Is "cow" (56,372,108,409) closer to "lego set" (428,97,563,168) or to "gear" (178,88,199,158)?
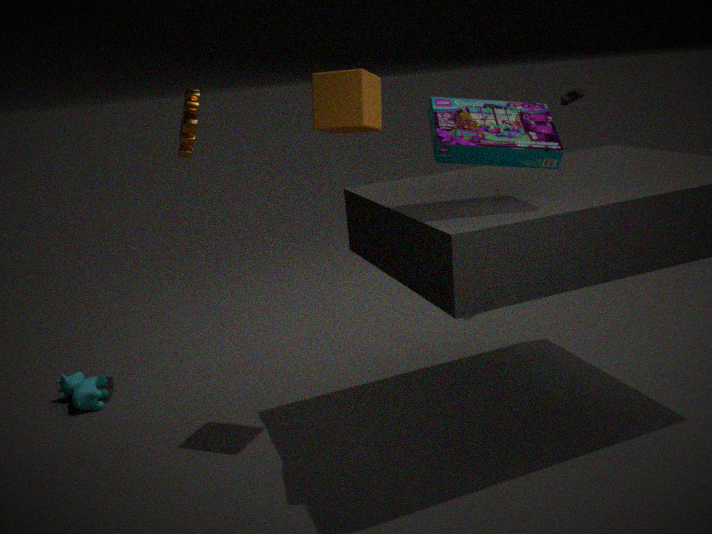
"gear" (178,88,199,158)
